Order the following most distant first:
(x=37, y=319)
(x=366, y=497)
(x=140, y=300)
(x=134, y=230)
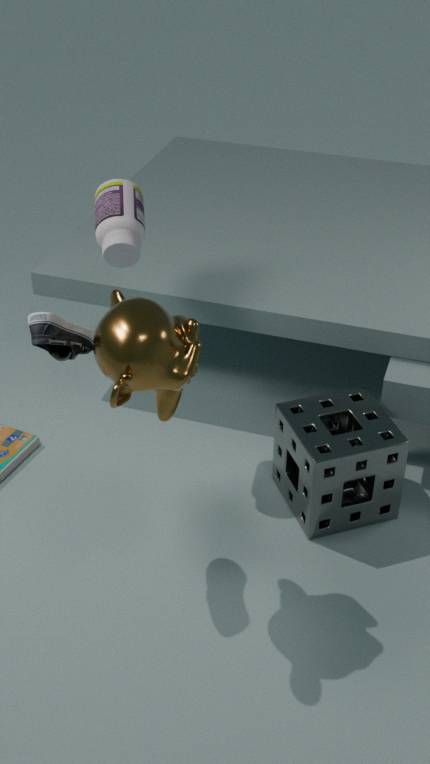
(x=366, y=497)
(x=134, y=230)
(x=37, y=319)
(x=140, y=300)
